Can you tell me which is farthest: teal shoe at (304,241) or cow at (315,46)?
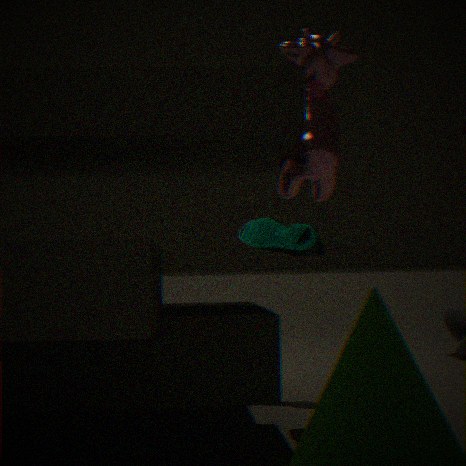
teal shoe at (304,241)
